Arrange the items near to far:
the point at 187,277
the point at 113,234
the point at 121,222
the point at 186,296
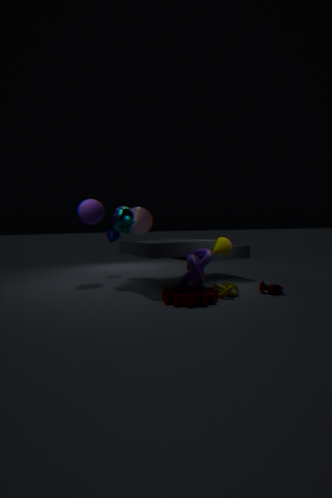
the point at 186,296 < the point at 187,277 < the point at 121,222 < the point at 113,234
